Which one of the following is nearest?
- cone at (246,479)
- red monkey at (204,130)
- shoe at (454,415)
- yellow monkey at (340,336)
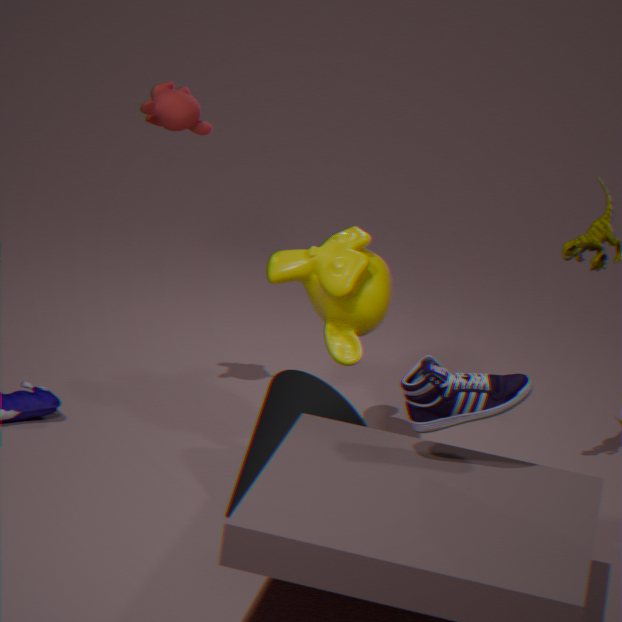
shoe at (454,415)
